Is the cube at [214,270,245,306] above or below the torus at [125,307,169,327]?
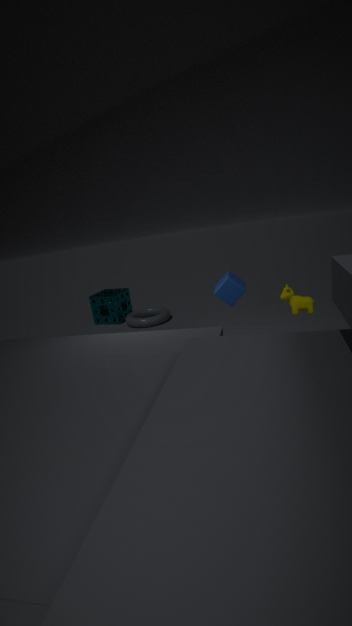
above
